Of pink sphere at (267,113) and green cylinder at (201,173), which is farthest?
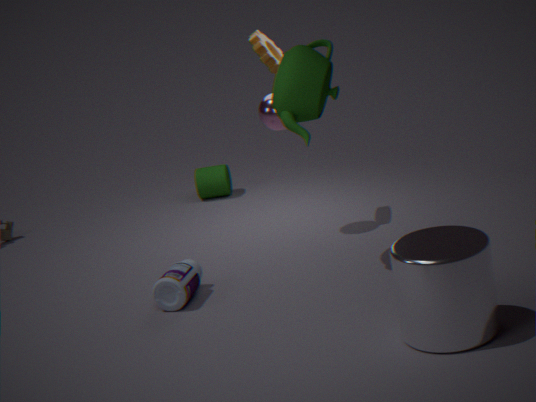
green cylinder at (201,173)
